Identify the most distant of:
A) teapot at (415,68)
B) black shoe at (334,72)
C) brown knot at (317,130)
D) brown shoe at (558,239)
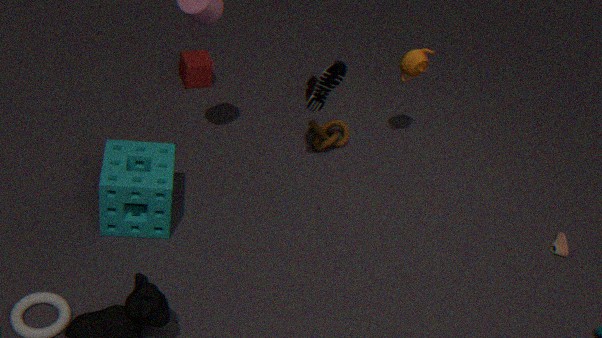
brown knot at (317,130)
